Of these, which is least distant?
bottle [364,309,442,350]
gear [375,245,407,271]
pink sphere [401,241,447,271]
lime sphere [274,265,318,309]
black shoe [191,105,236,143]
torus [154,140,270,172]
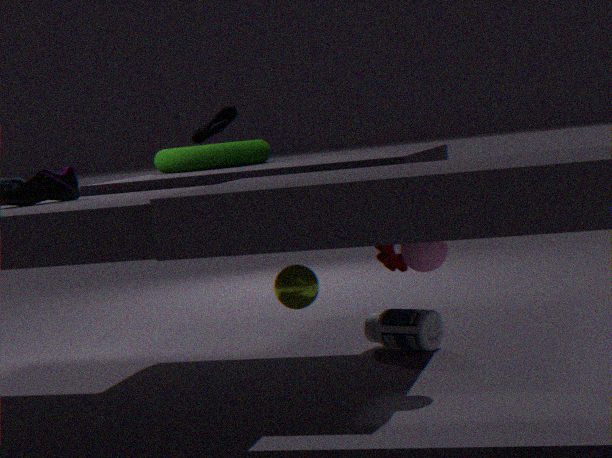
pink sphere [401,241,447,271]
